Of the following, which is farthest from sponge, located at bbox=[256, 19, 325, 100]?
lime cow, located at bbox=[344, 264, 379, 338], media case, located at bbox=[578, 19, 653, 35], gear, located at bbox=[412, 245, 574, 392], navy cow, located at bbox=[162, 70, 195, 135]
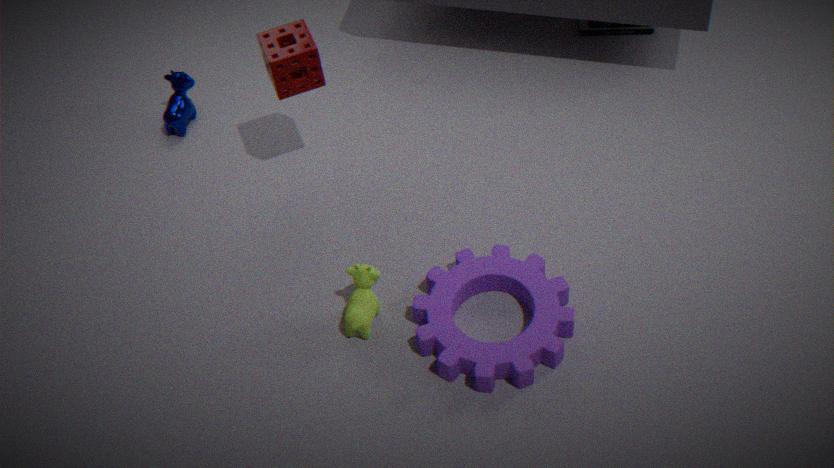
media case, located at bbox=[578, 19, 653, 35]
